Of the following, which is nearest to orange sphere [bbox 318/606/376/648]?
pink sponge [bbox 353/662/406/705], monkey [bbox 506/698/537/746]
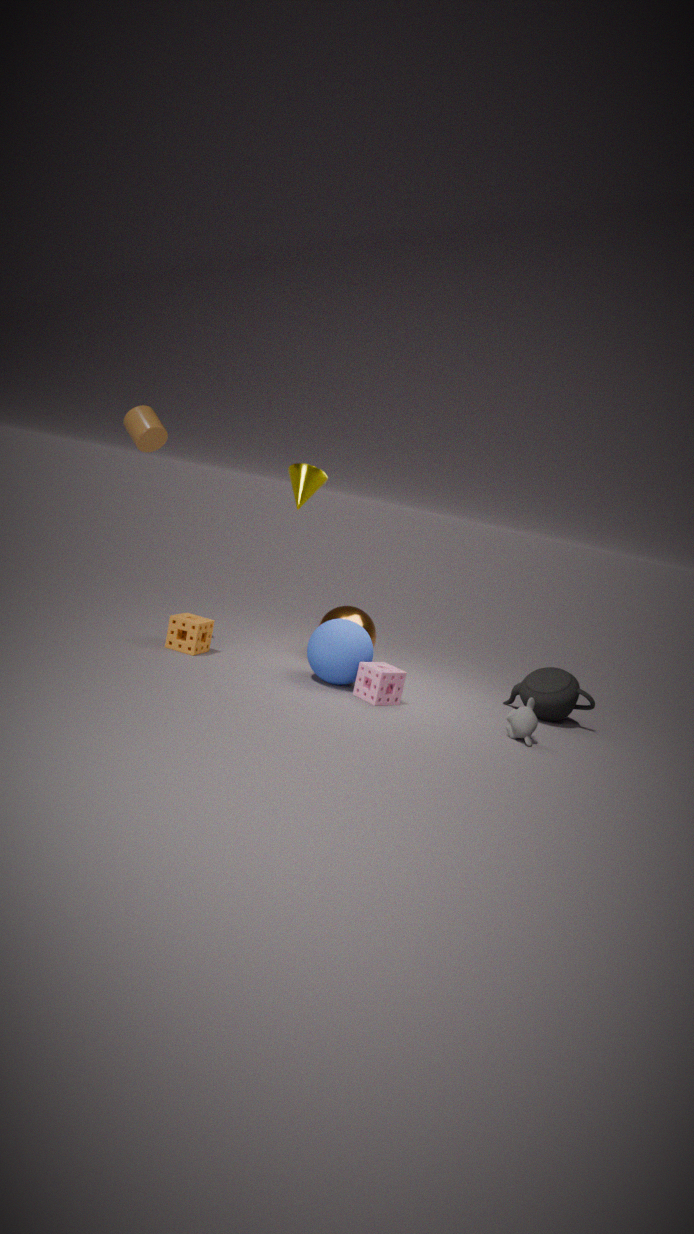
pink sponge [bbox 353/662/406/705]
